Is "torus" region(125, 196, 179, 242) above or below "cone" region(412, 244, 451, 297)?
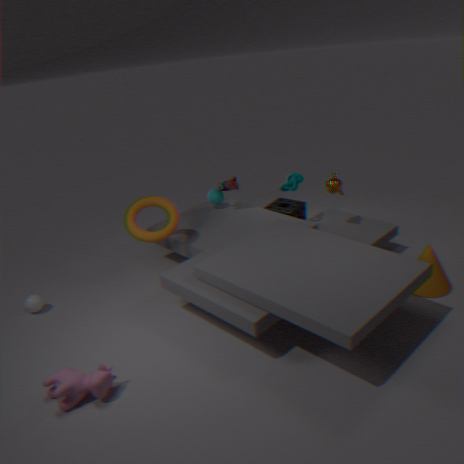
above
